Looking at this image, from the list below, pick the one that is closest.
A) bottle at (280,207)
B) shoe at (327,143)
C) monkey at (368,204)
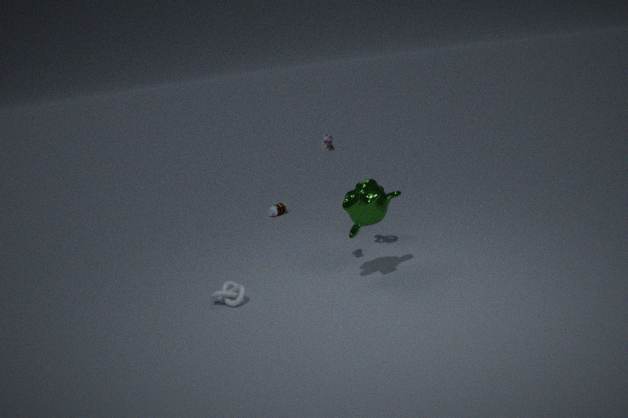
C. monkey at (368,204)
